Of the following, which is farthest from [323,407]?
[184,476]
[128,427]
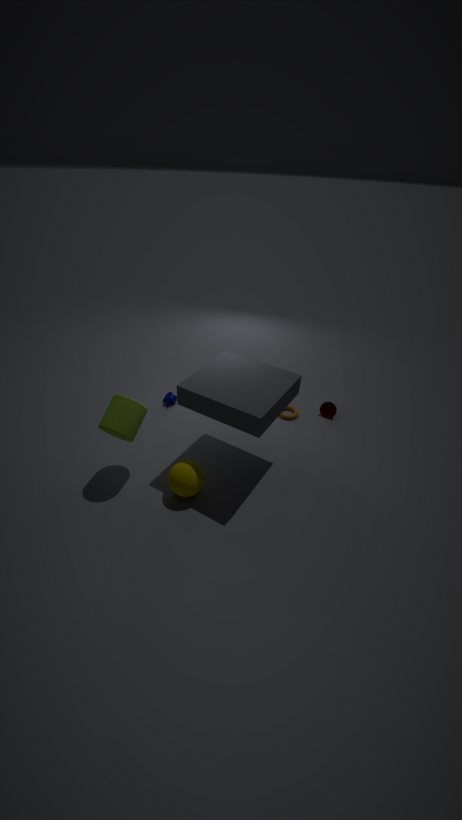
[128,427]
